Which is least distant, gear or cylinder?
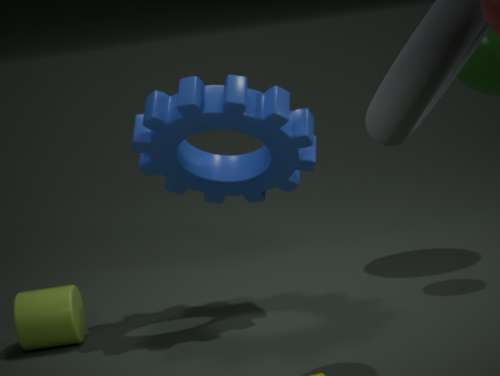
gear
